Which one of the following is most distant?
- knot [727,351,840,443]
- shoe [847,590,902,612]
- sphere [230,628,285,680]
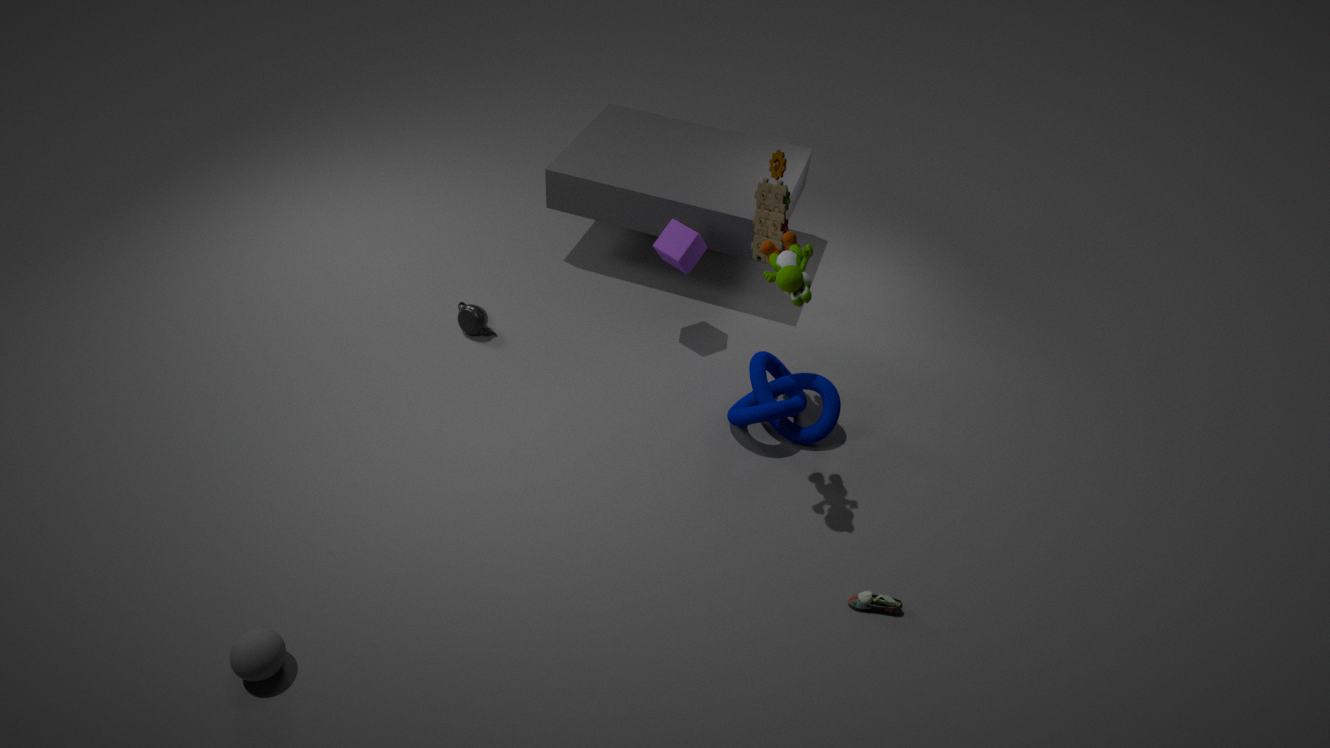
knot [727,351,840,443]
